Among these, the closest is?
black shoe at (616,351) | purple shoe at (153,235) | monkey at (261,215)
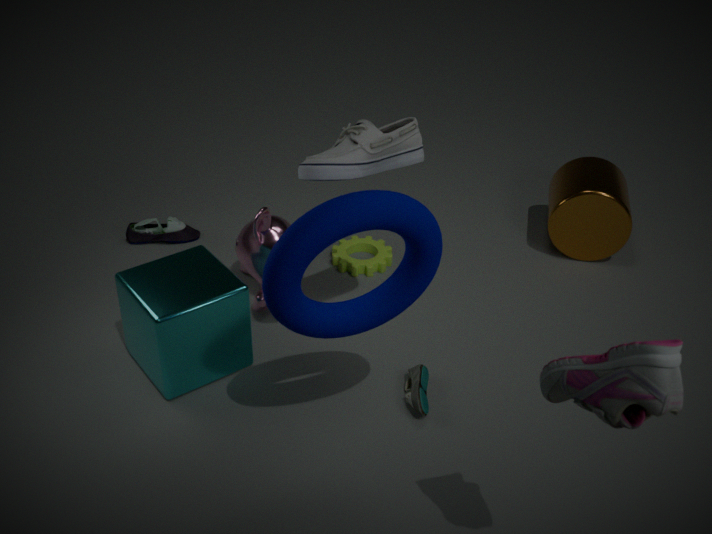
black shoe at (616,351)
